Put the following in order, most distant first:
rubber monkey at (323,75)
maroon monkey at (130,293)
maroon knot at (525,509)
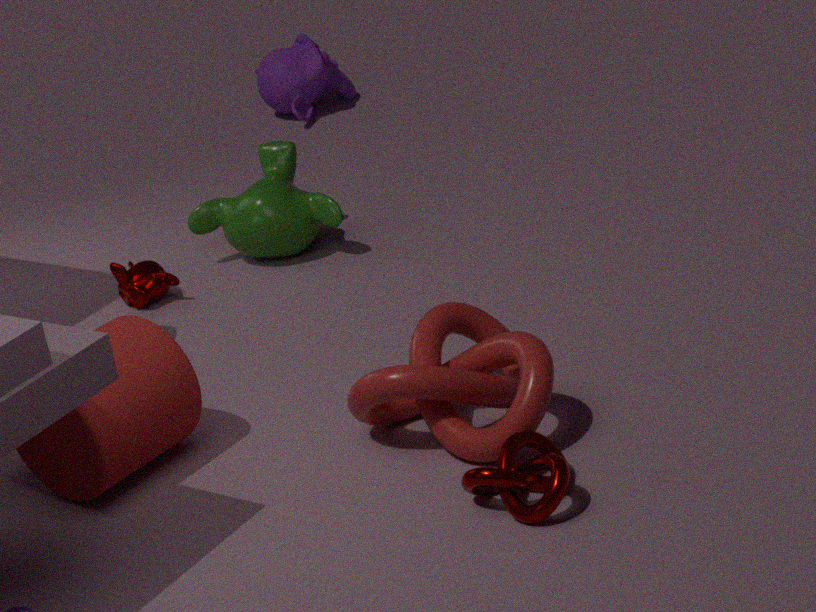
rubber monkey at (323,75) < maroon monkey at (130,293) < maroon knot at (525,509)
